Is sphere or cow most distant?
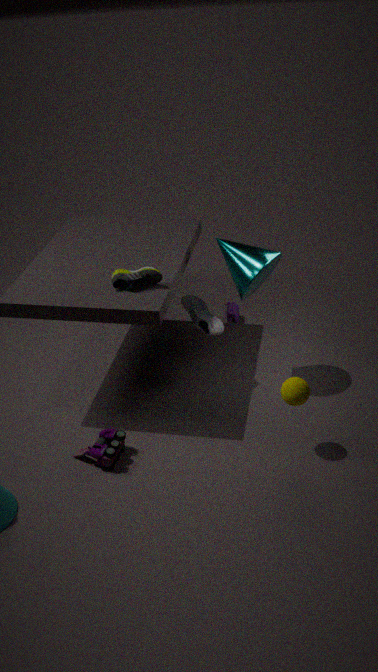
cow
